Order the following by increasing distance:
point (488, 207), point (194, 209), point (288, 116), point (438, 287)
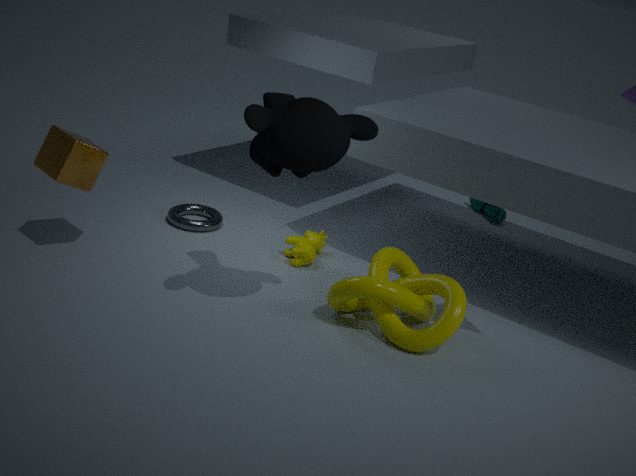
point (288, 116) → point (438, 287) → point (194, 209) → point (488, 207)
